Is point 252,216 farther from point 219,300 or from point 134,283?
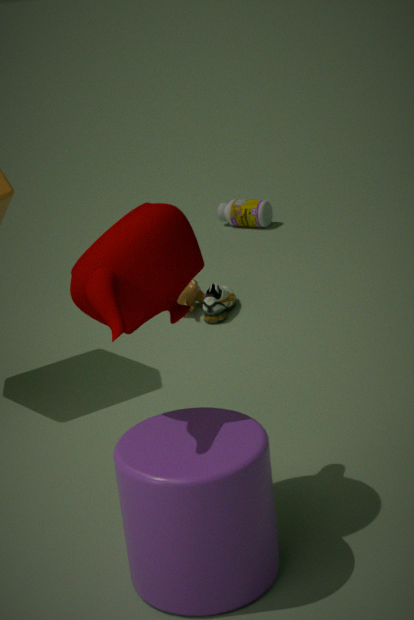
point 134,283
